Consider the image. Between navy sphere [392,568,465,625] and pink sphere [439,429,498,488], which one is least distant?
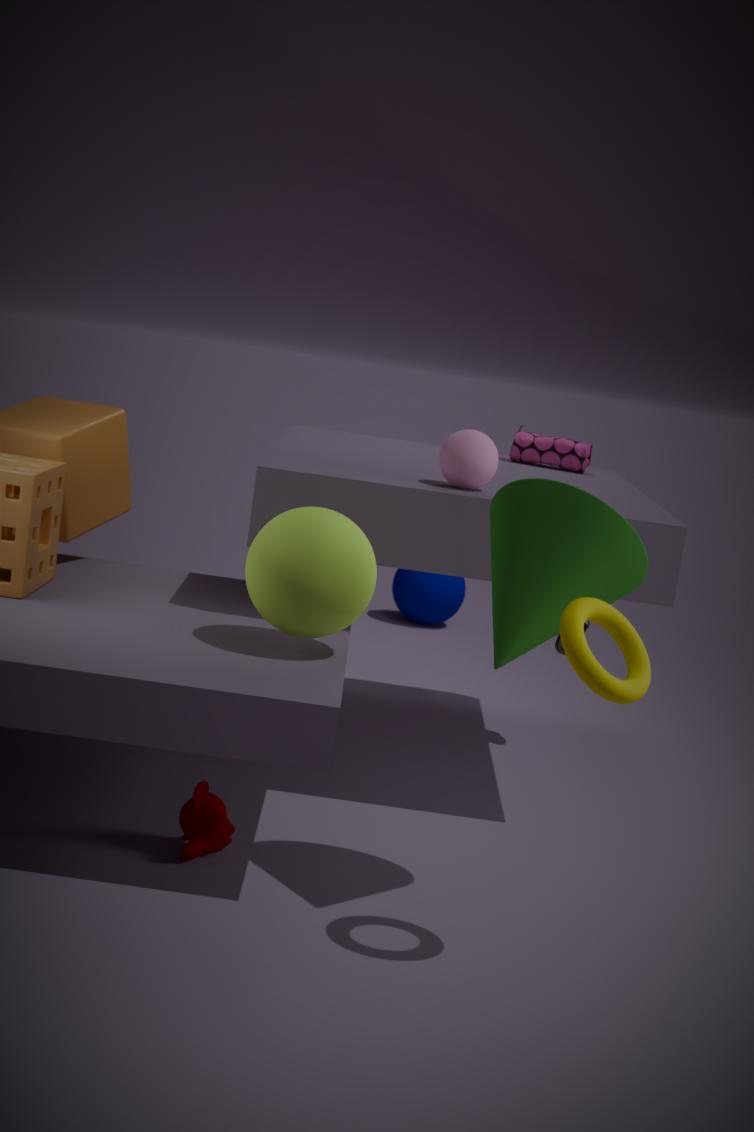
pink sphere [439,429,498,488]
